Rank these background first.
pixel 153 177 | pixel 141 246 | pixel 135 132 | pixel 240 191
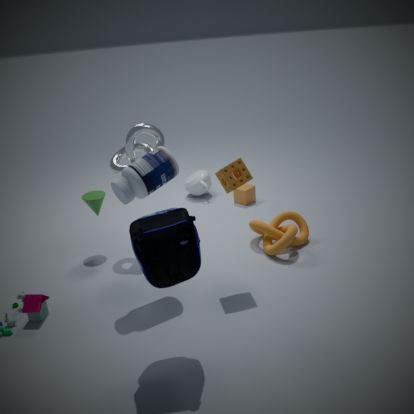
pixel 240 191 < pixel 135 132 < pixel 153 177 < pixel 141 246
